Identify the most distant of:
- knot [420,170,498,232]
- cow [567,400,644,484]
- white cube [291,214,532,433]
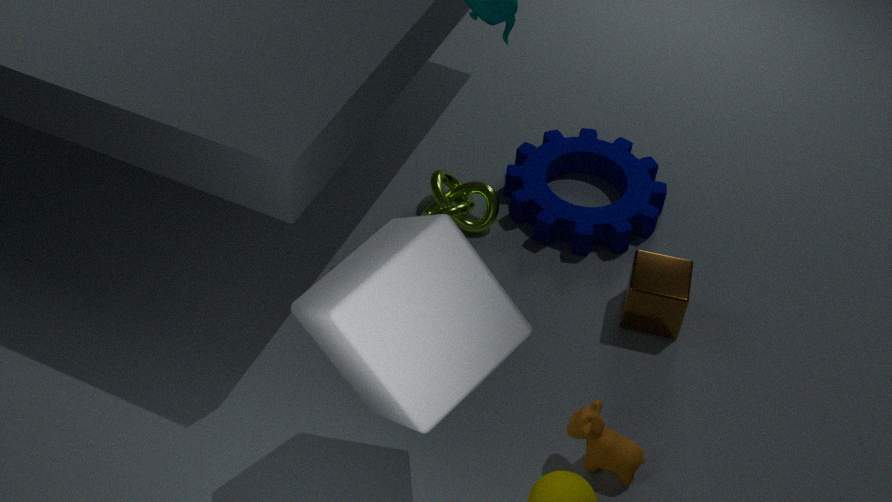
knot [420,170,498,232]
